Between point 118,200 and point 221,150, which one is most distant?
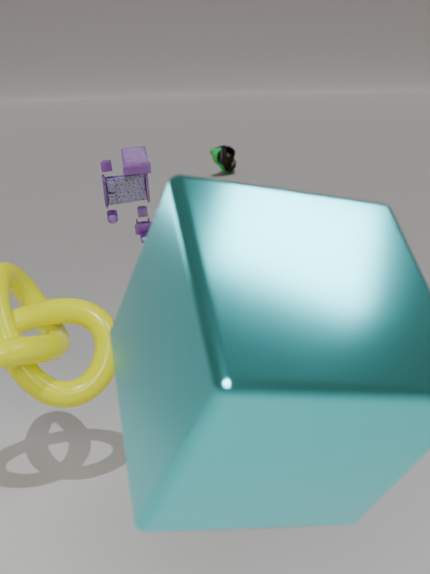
point 221,150
